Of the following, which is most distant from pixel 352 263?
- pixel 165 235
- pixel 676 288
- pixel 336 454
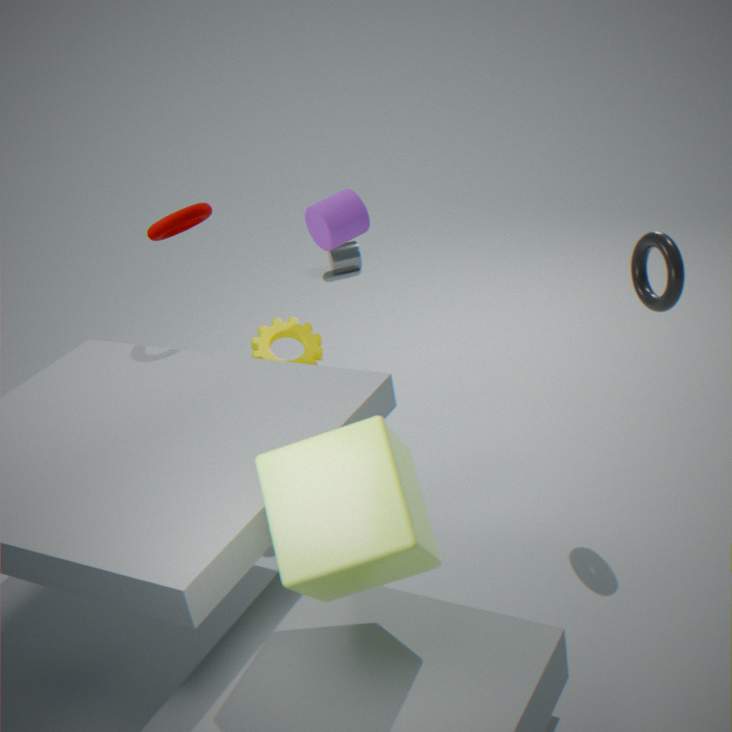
pixel 336 454
